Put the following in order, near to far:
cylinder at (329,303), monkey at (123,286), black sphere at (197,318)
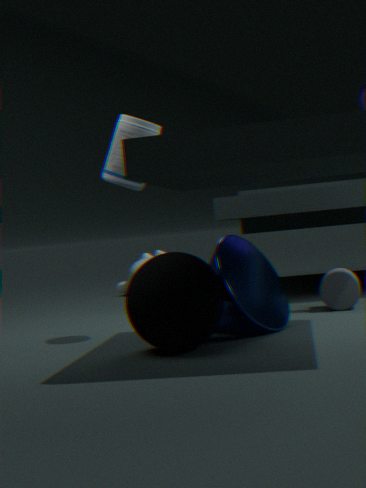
black sphere at (197,318)
cylinder at (329,303)
monkey at (123,286)
